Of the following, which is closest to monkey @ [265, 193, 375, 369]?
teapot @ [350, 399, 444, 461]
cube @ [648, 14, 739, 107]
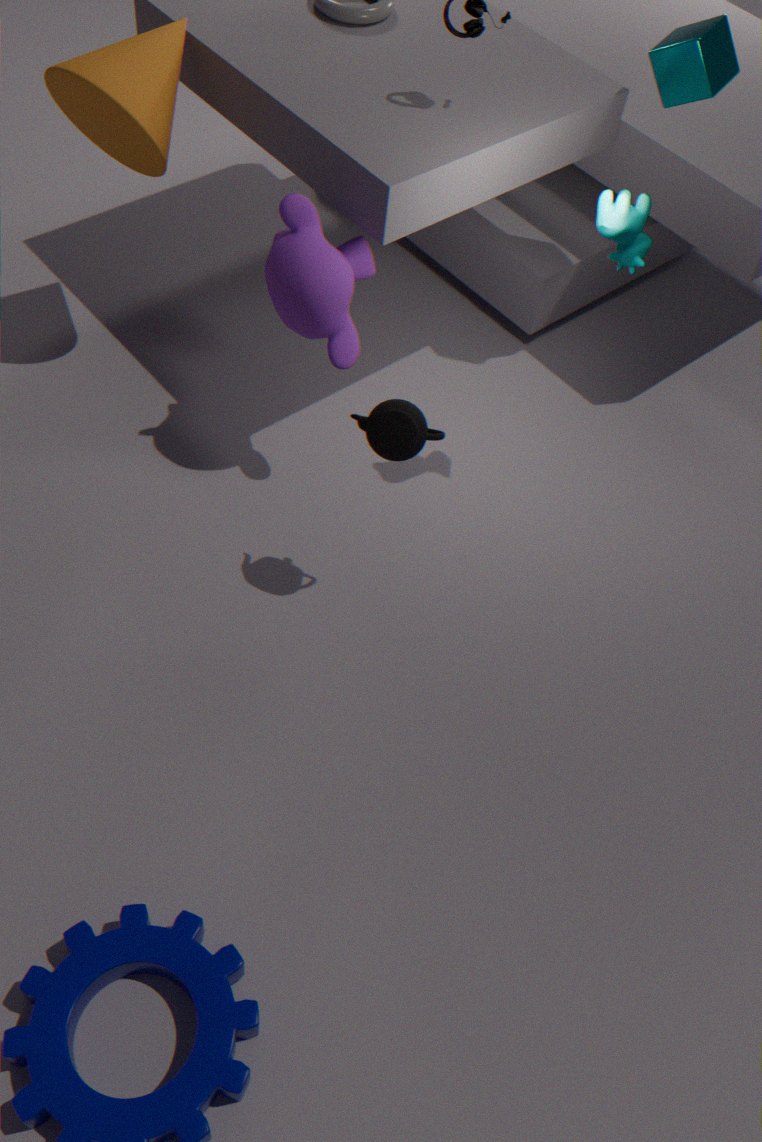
teapot @ [350, 399, 444, 461]
